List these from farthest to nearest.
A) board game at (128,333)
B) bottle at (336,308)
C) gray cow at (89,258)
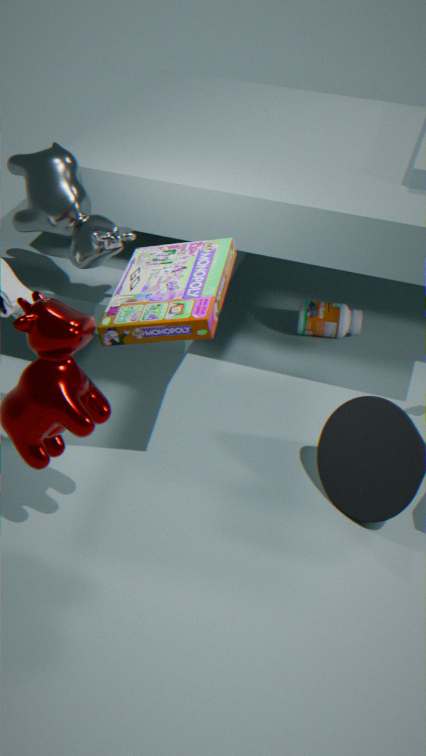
bottle at (336,308) → gray cow at (89,258) → board game at (128,333)
